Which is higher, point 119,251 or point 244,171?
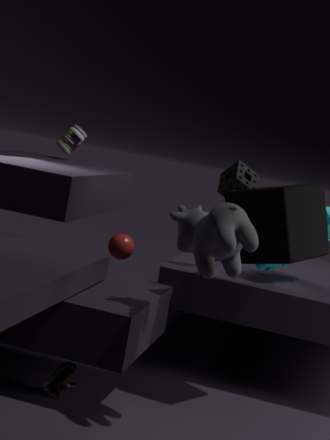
point 244,171
